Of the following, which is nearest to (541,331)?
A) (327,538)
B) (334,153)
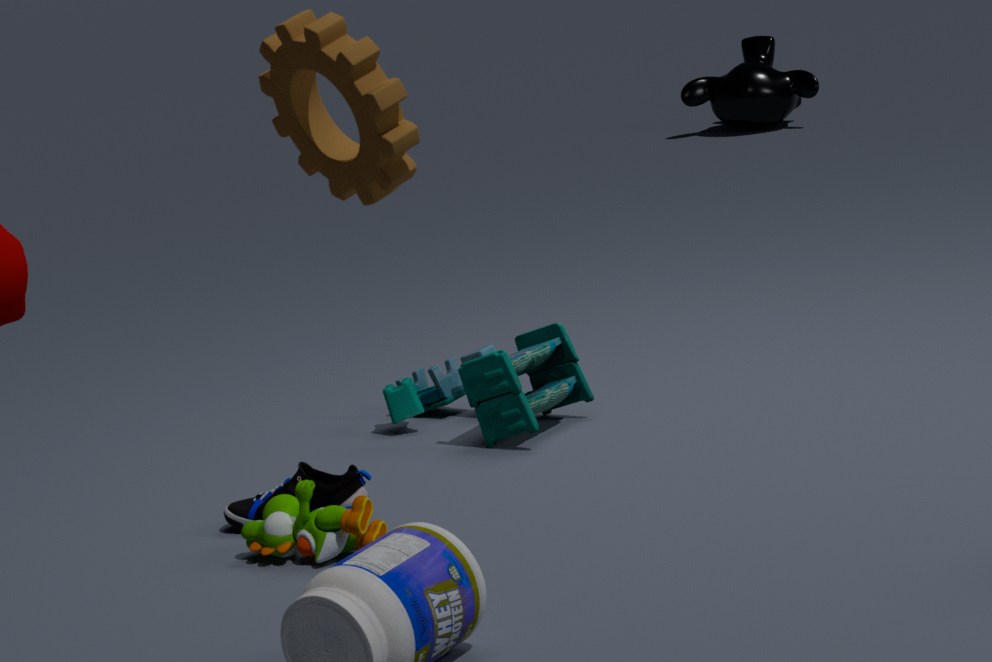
(327,538)
